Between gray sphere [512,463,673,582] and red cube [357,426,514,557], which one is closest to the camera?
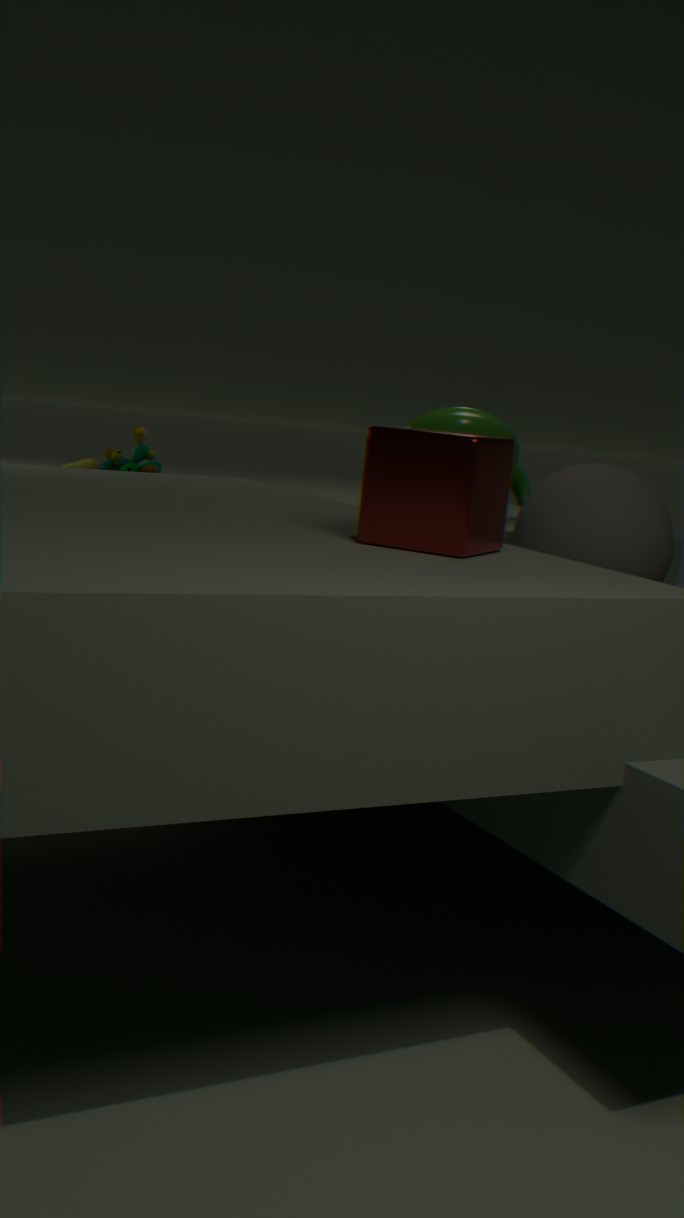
red cube [357,426,514,557]
